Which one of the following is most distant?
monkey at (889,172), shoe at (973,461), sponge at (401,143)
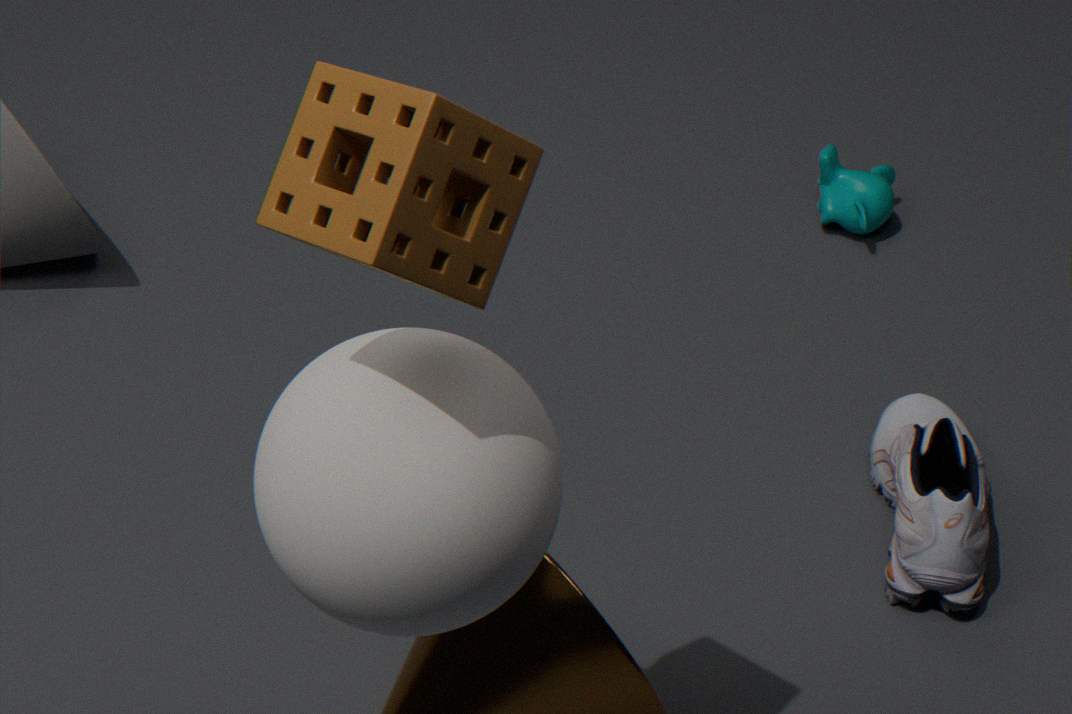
monkey at (889,172)
